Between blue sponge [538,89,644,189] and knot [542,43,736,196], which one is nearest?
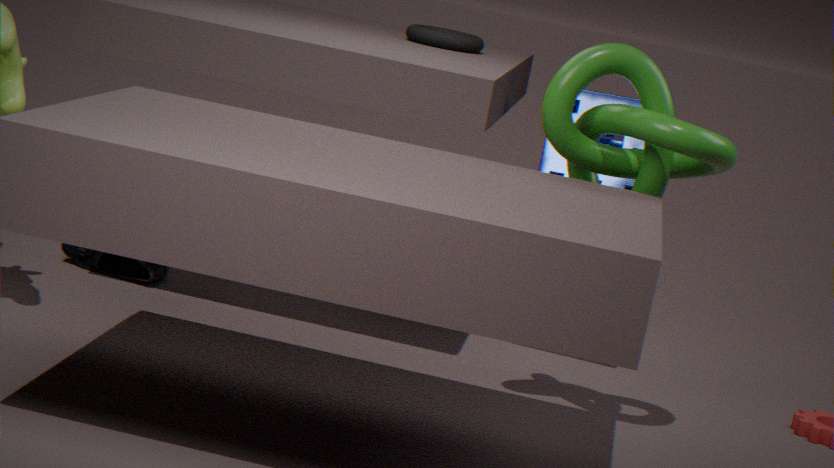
knot [542,43,736,196]
